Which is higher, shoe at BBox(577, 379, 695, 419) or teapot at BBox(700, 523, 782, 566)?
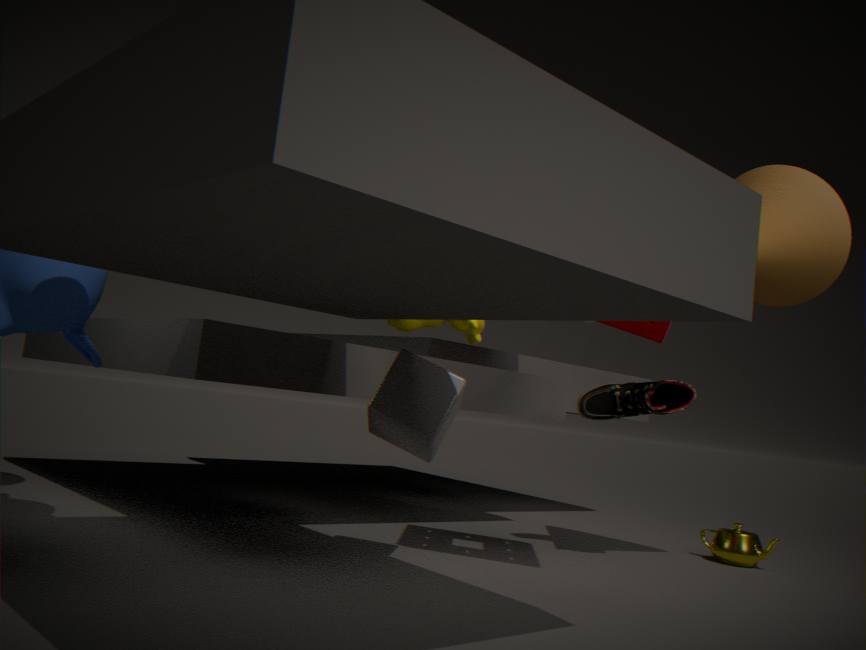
shoe at BBox(577, 379, 695, 419)
